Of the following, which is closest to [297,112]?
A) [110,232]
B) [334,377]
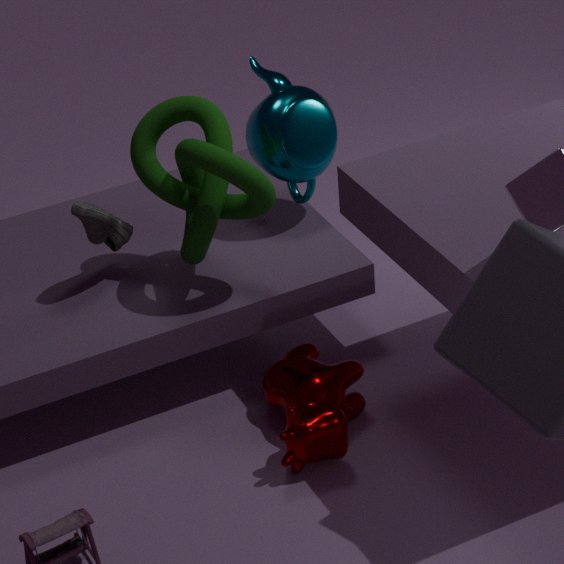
[110,232]
